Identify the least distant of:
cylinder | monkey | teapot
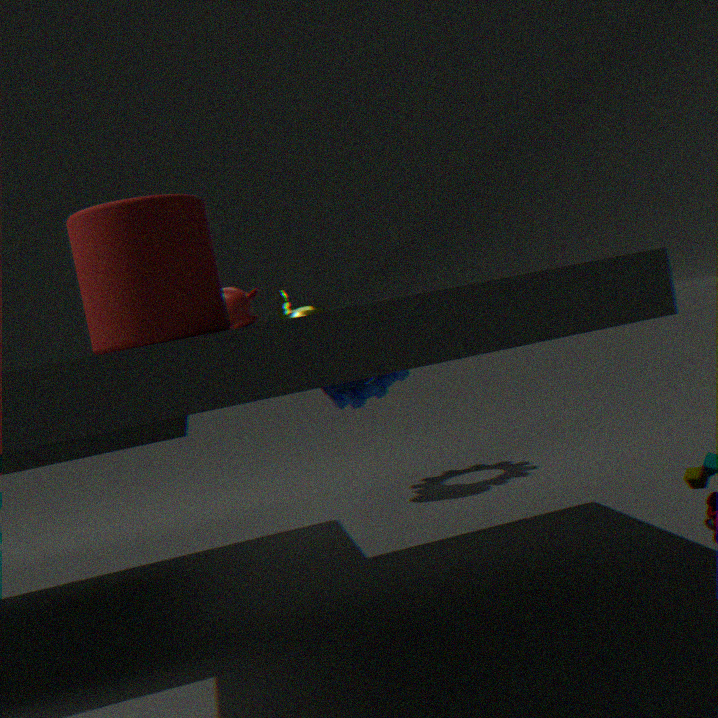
cylinder
